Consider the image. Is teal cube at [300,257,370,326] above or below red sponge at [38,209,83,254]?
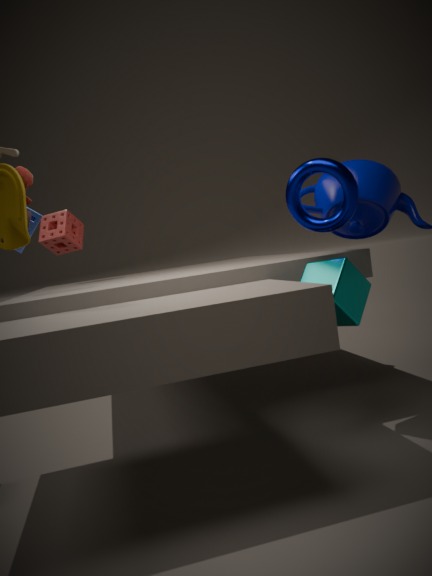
below
